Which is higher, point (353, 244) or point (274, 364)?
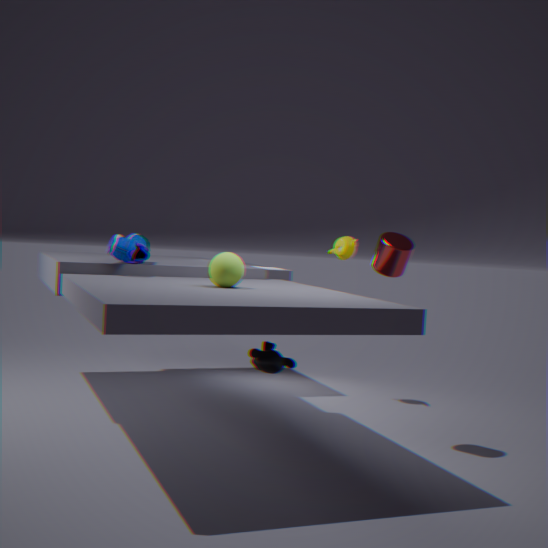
point (353, 244)
